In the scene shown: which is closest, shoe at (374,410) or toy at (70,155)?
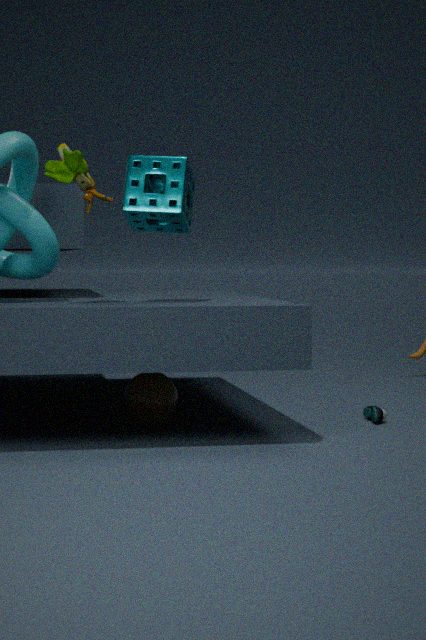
toy at (70,155)
